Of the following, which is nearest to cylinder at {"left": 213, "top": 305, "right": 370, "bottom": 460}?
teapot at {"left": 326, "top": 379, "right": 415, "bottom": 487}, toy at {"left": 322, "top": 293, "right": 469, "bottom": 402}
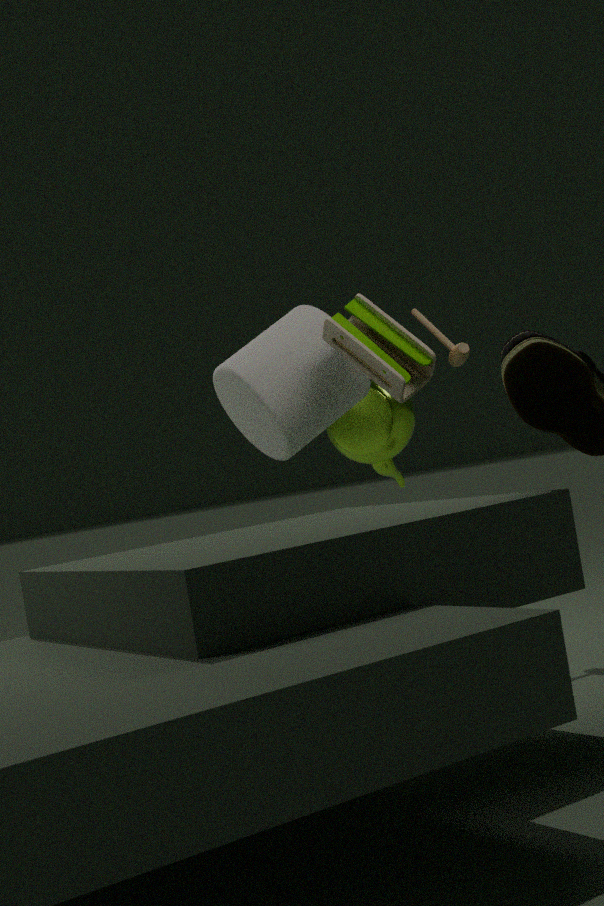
toy at {"left": 322, "top": 293, "right": 469, "bottom": 402}
